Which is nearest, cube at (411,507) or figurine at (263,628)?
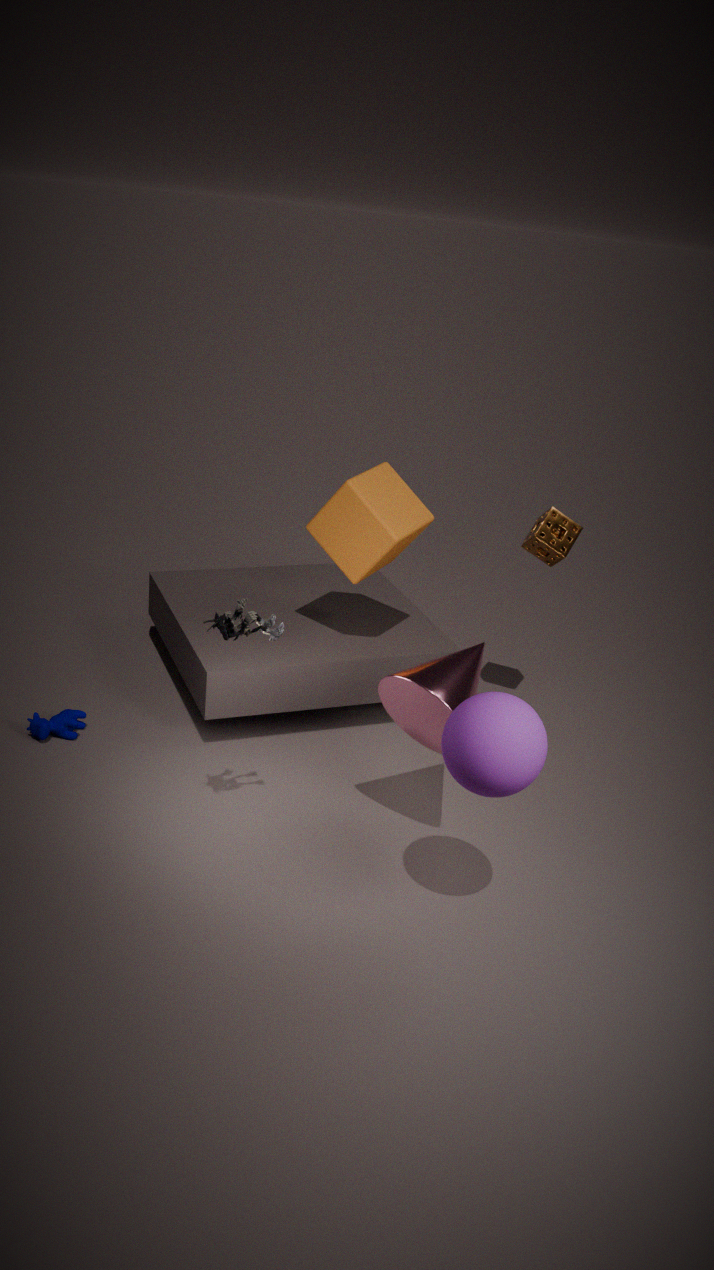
figurine at (263,628)
